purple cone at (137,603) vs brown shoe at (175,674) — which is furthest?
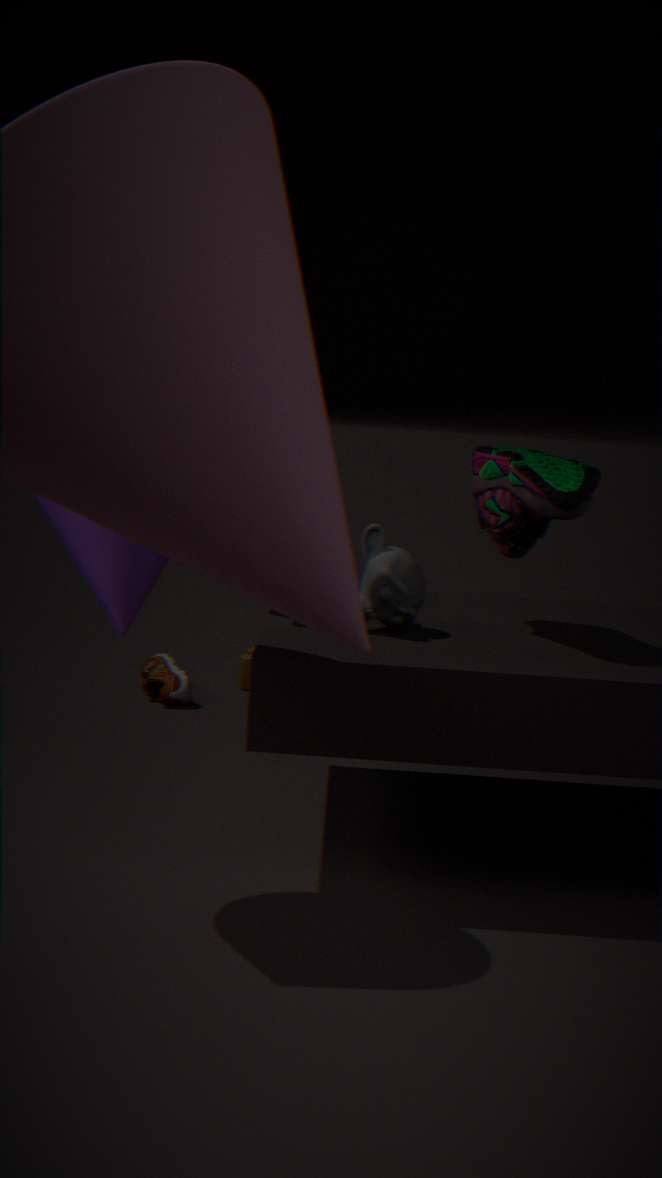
brown shoe at (175,674)
